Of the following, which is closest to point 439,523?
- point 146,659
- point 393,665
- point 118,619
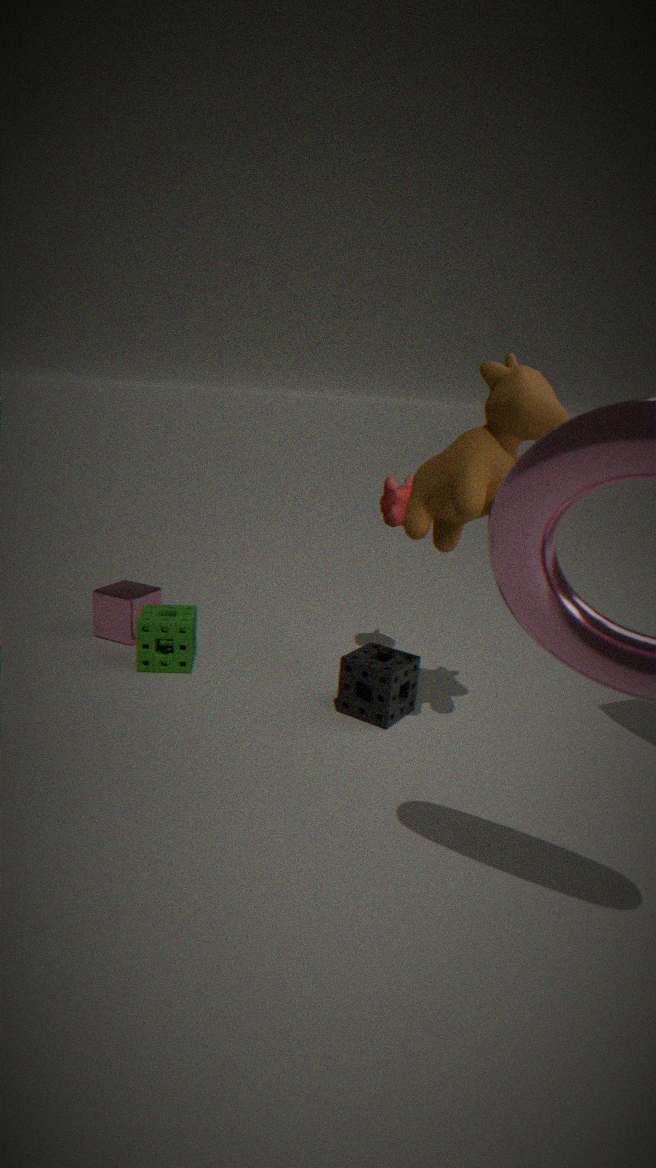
point 393,665
